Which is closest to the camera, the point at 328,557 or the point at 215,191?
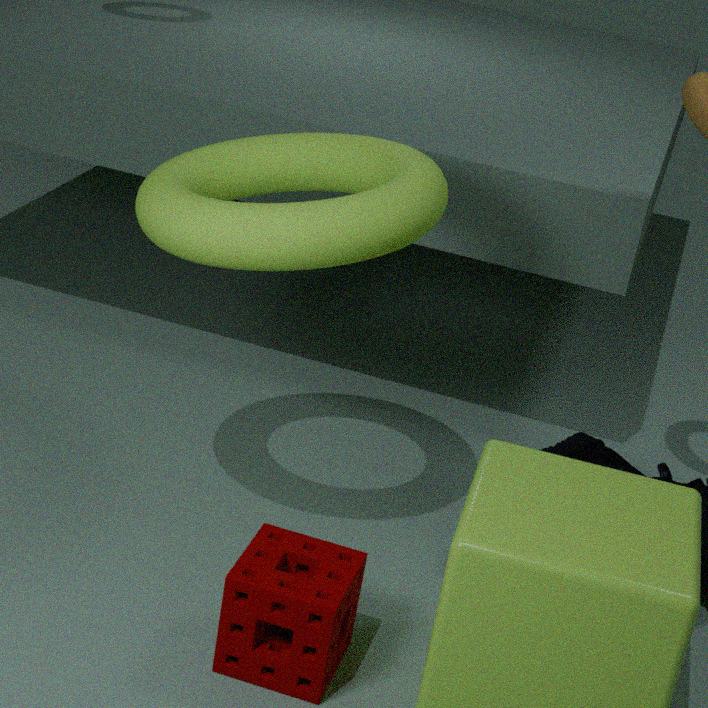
the point at 328,557
